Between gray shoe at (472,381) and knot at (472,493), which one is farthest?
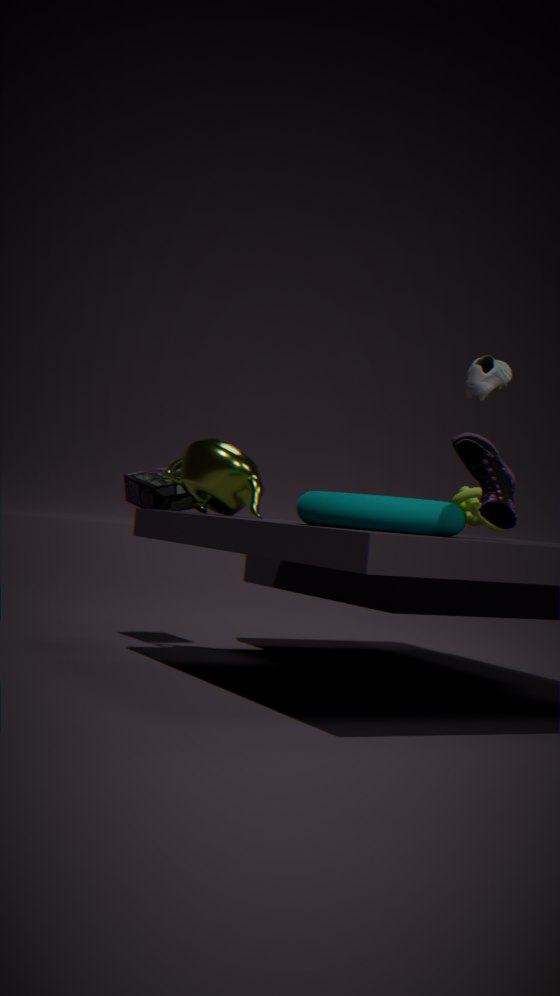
knot at (472,493)
